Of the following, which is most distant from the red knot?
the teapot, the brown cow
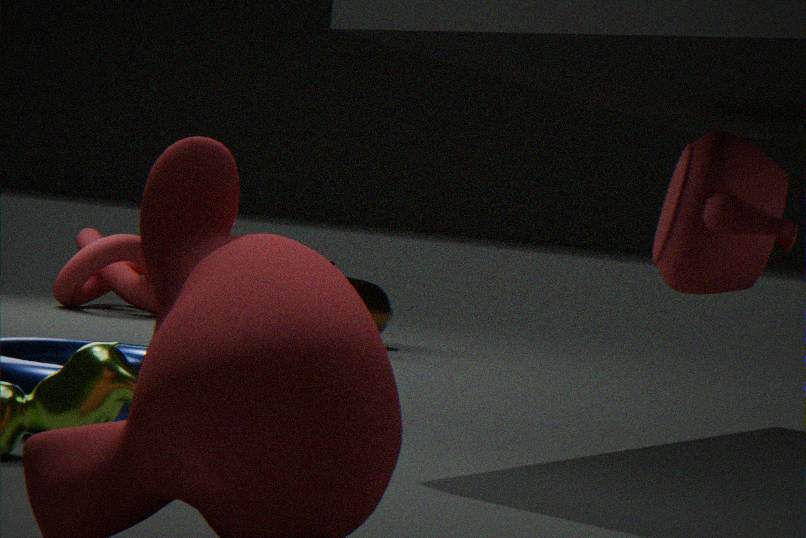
the teapot
